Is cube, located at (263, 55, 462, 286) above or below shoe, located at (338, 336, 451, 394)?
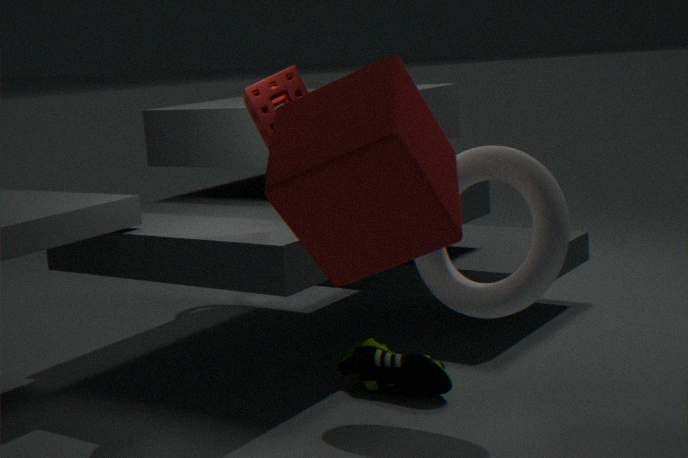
above
